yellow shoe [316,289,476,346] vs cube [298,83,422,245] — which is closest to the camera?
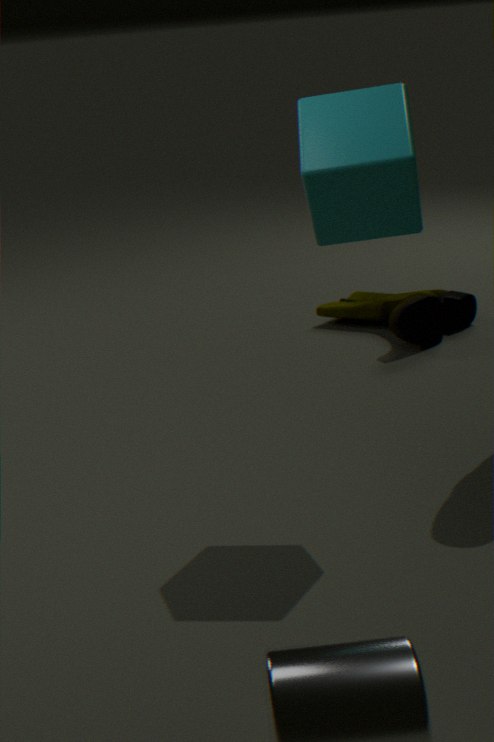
cube [298,83,422,245]
